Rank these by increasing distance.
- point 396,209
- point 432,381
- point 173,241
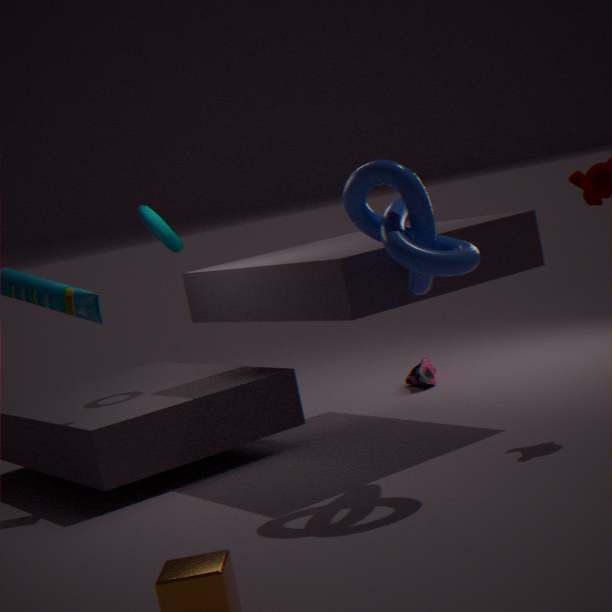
point 396,209
point 173,241
point 432,381
